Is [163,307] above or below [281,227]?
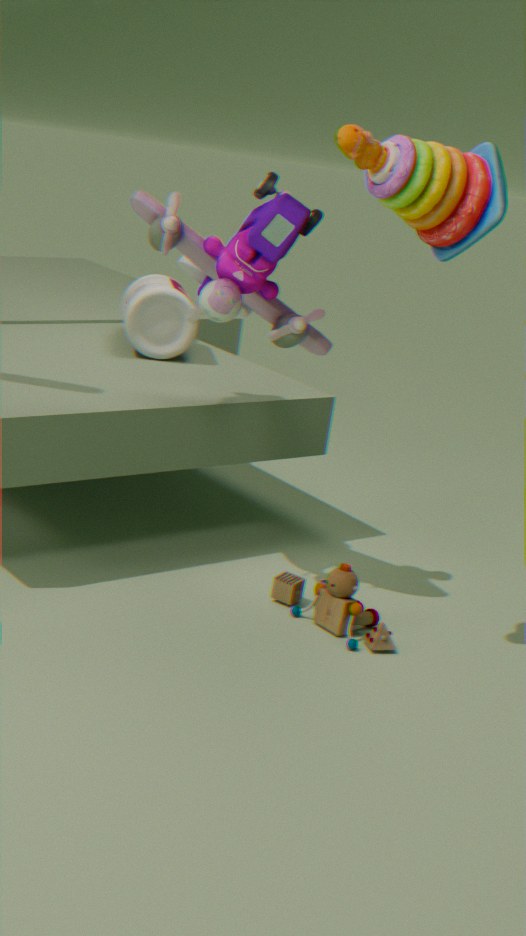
below
